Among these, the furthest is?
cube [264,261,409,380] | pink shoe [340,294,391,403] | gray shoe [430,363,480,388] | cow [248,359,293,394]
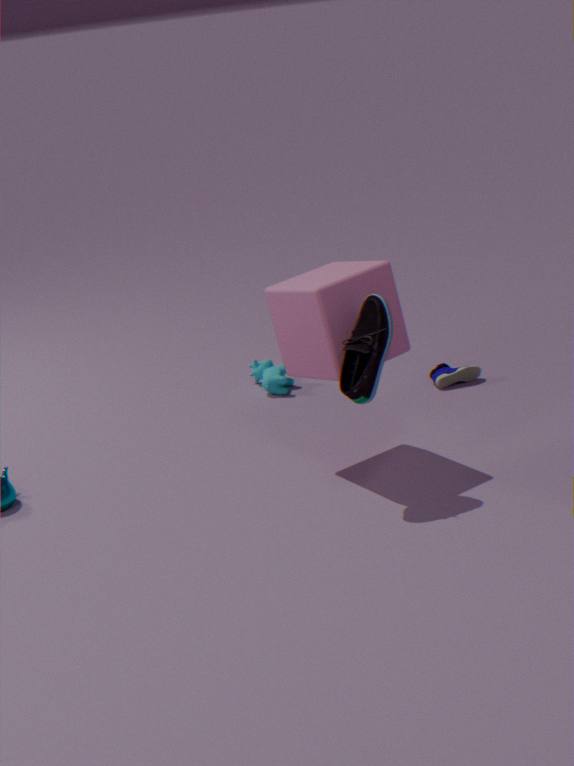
cow [248,359,293,394]
